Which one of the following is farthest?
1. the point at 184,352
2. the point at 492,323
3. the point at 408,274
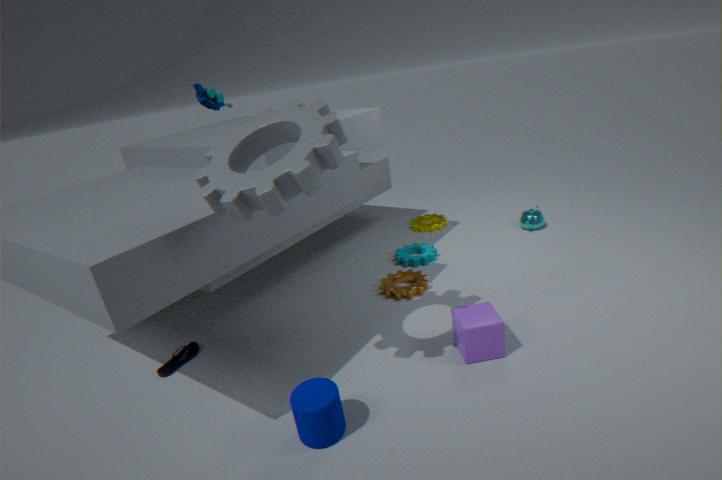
the point at 408,274
